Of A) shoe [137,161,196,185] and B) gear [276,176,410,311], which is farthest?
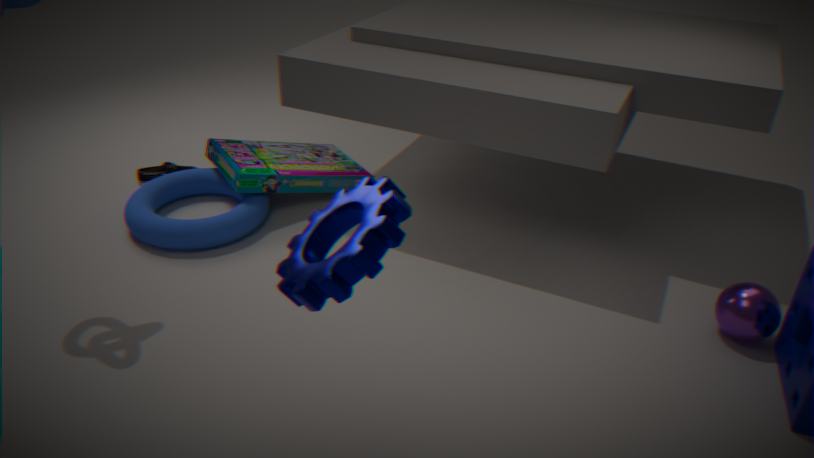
A. shoe [137,161,196,185]
